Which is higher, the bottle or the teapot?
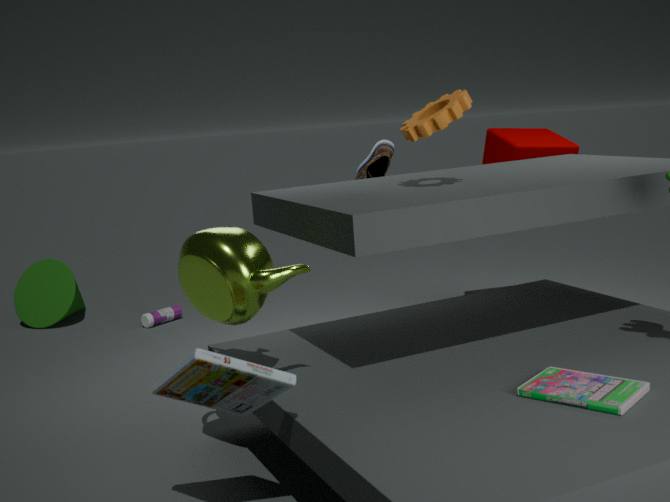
the teapot
